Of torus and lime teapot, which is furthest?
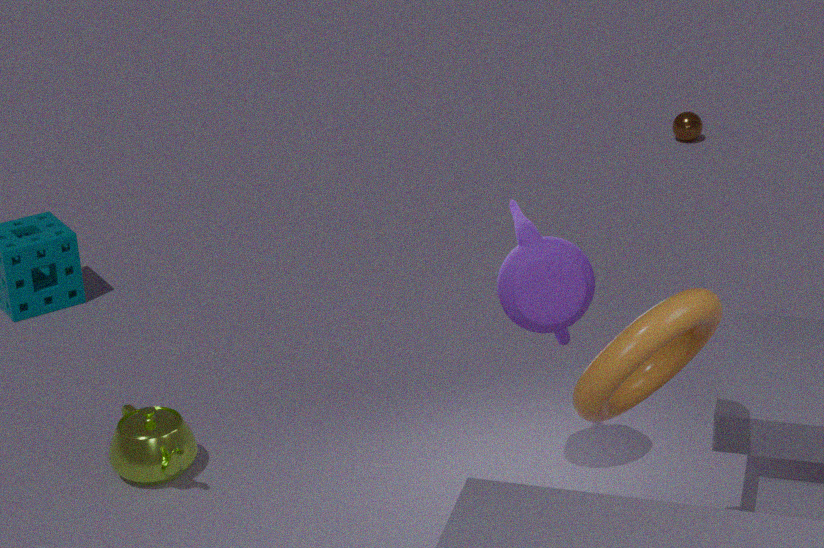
lime teapot
